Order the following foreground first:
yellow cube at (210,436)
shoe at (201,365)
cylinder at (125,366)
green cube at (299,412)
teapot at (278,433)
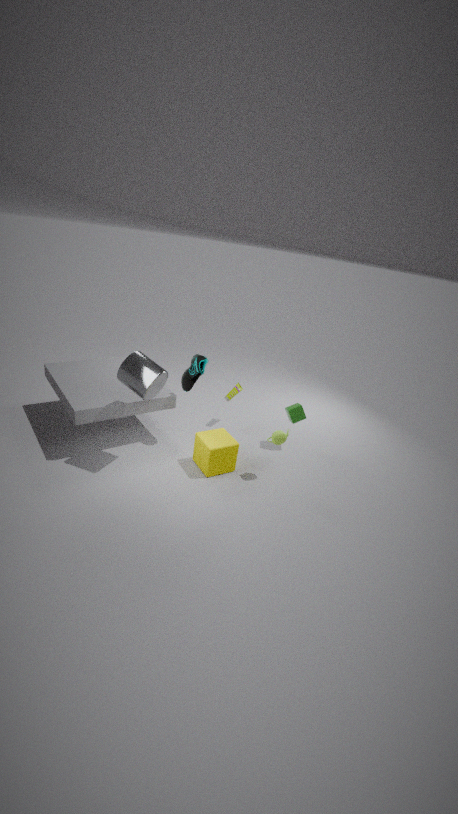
cylinder at (125,366), teapot at (278,433), yellow cube at (210,436), shoe at (201,365), green cube at (299,412)
